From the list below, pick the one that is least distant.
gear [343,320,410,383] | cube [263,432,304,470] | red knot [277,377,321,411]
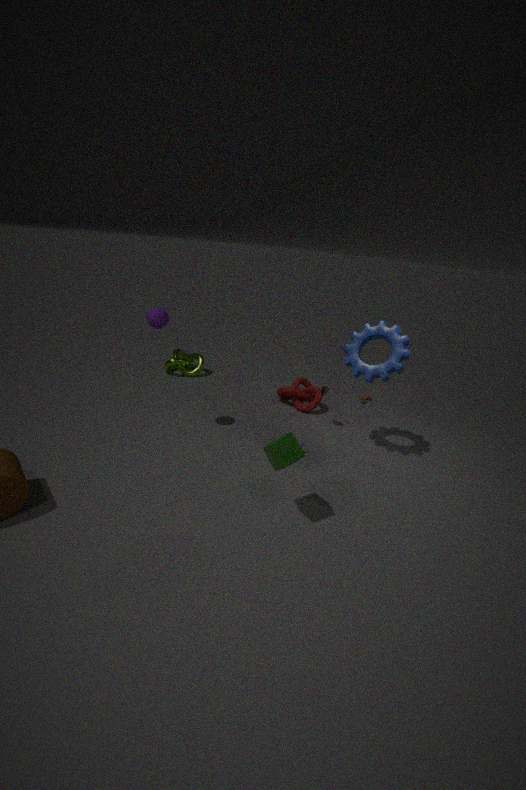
cube [263,432,304,470]
